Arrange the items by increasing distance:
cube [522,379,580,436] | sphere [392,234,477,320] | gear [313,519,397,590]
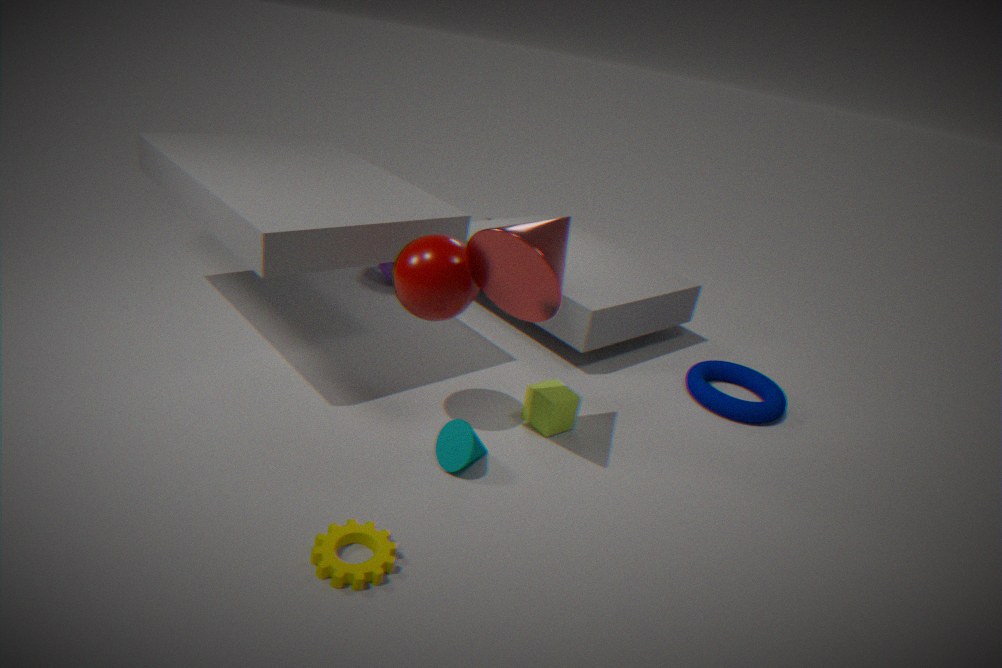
gear [313,519,397,590]
sphere [392,234,477,320]
cube [522,379,580,436]
